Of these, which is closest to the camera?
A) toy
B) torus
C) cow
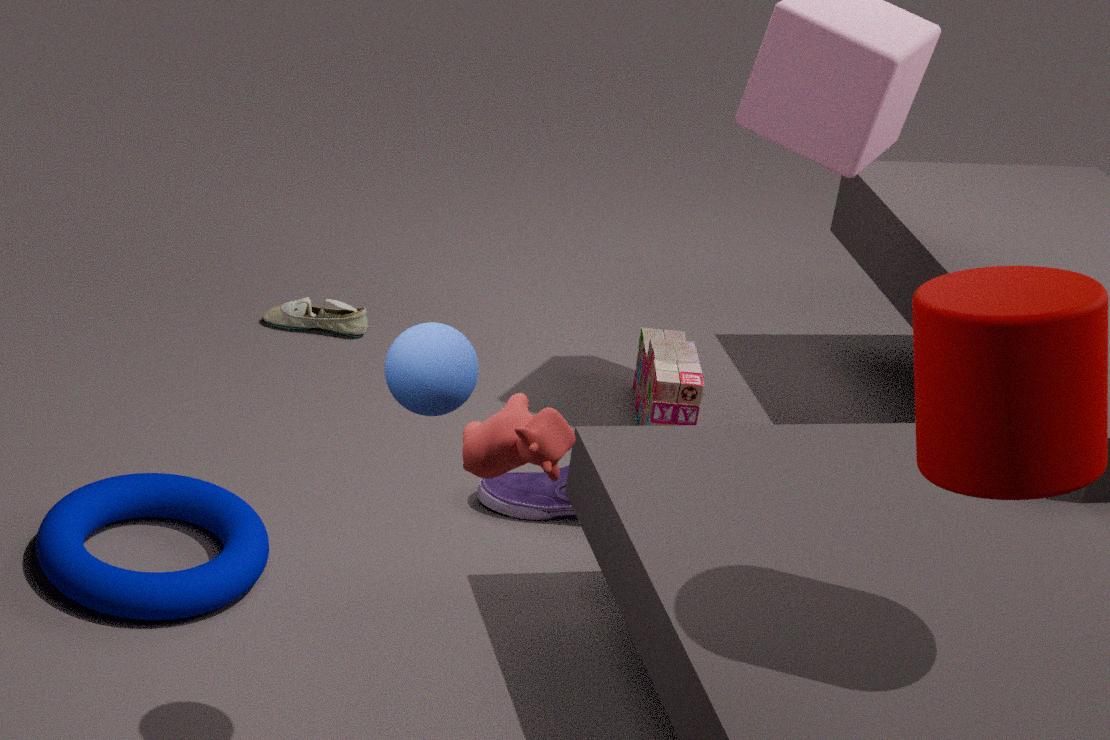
C. cow
